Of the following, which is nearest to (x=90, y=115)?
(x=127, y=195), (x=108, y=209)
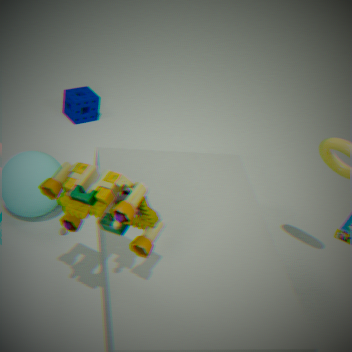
(x=127, y=195)
